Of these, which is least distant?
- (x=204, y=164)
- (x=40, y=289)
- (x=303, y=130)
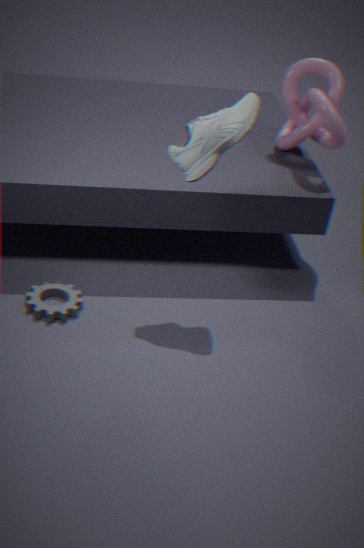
(x=204, y=164)
